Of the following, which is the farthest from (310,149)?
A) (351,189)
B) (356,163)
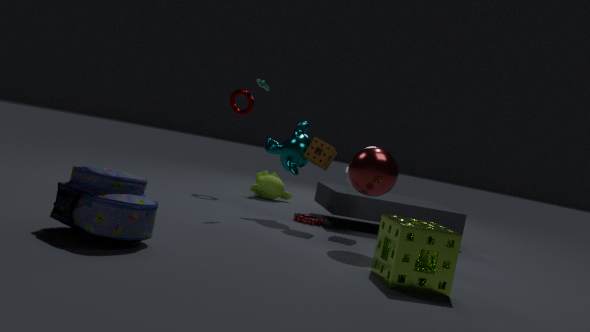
(356,163)
